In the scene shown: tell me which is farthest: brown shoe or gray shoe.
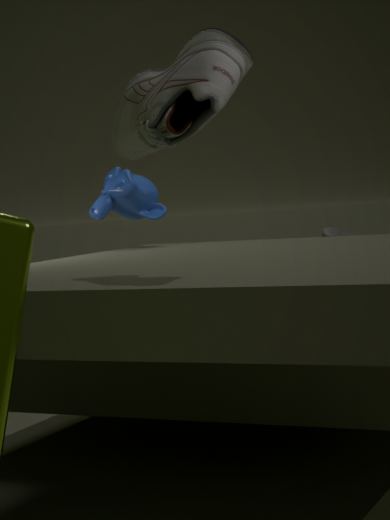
gray shoe
